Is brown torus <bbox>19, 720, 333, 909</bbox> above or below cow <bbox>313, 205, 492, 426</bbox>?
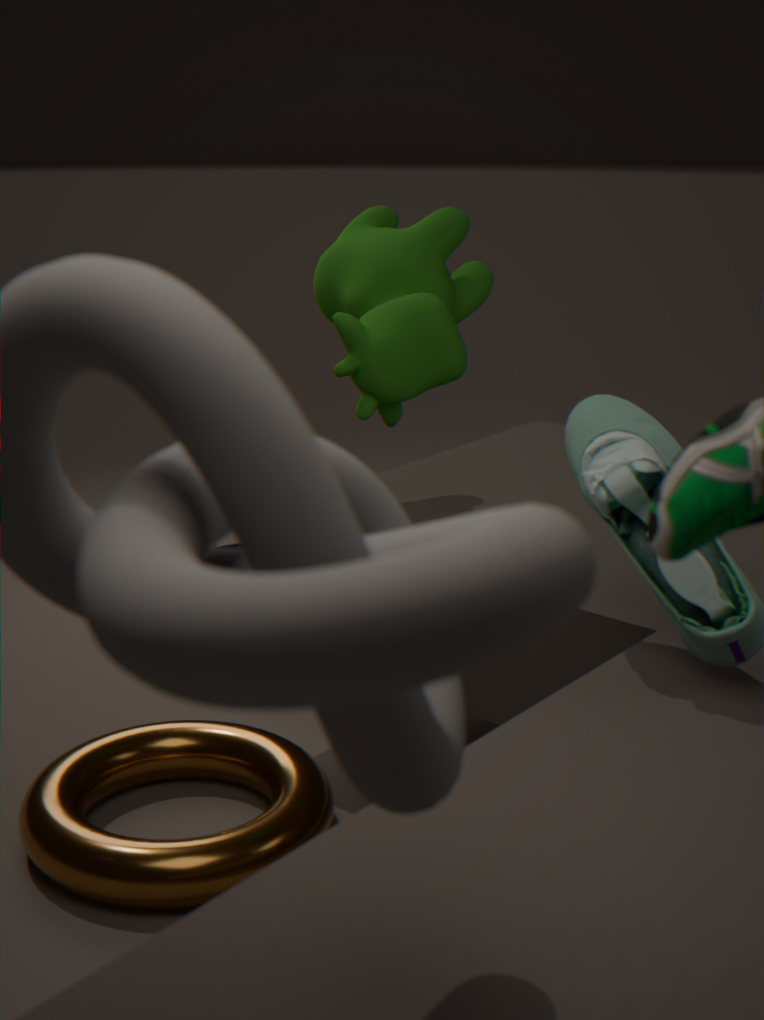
below
